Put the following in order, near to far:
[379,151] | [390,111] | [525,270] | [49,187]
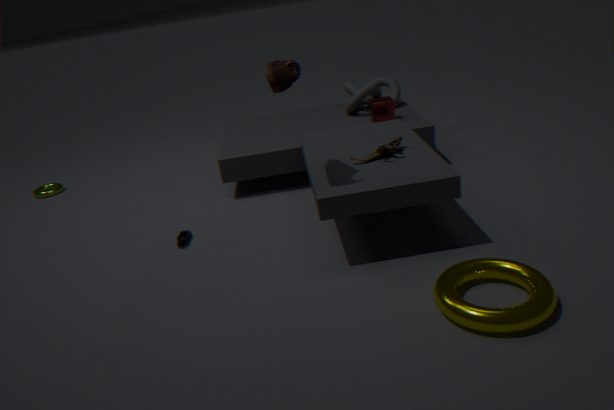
1. [525,270]
2. [379,151]
3. [390,111]
4. [49,187]
